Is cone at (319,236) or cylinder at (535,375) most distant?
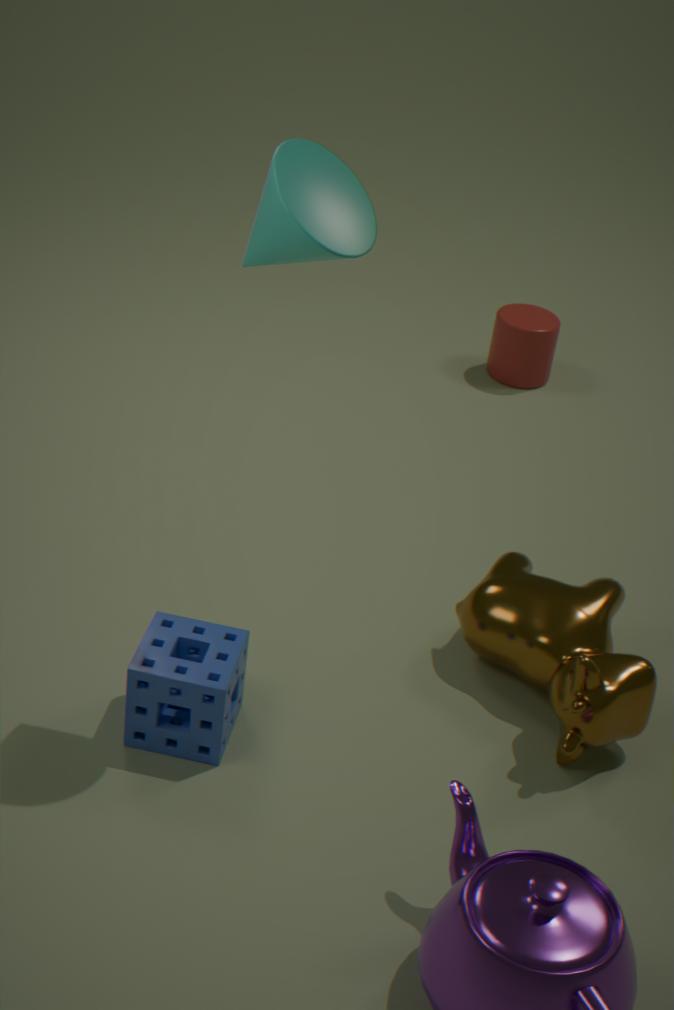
cylinder at (535,375)
